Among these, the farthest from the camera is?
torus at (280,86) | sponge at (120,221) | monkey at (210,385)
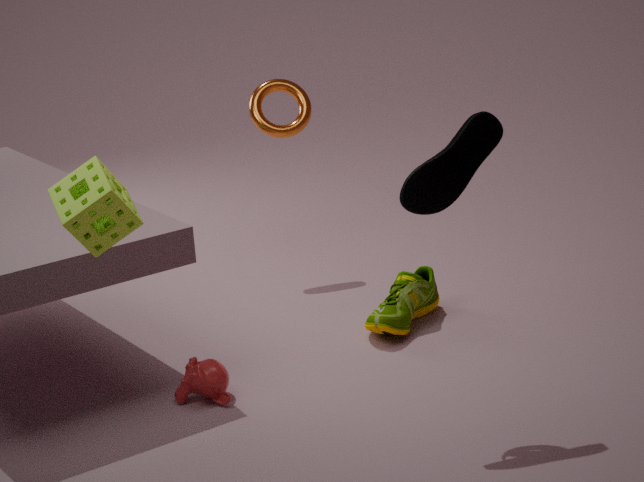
torus at (280,86)
